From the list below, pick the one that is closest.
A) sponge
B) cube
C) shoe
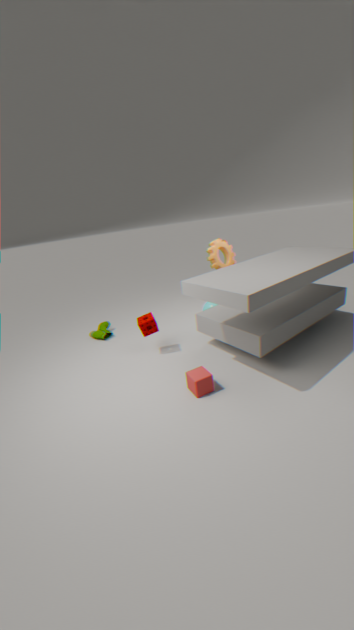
cube
